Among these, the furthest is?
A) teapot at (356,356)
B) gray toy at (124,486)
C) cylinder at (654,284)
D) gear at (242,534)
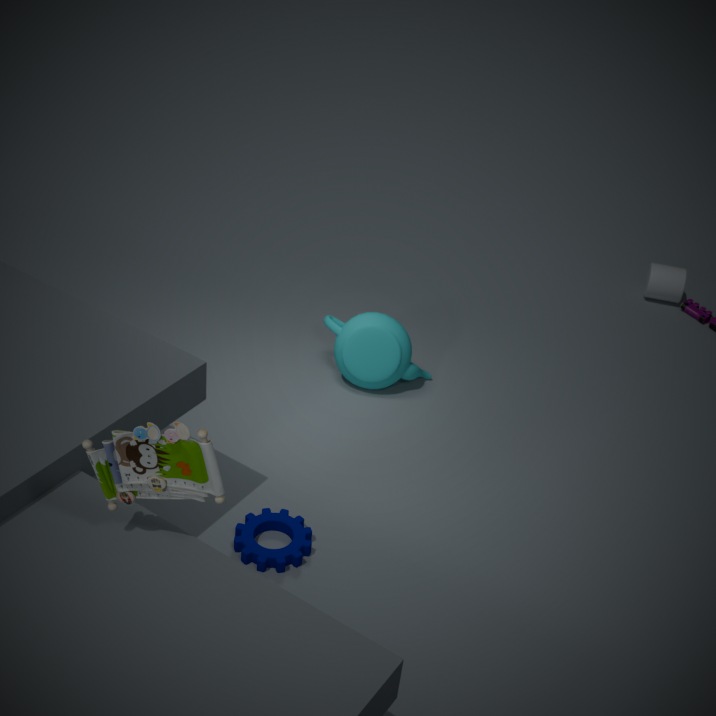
C. cylinder at (654,284)
